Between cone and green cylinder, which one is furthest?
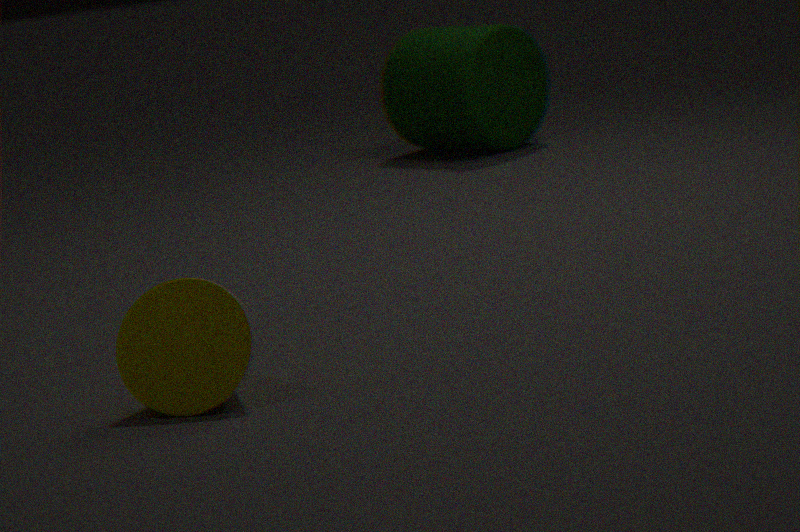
green cylinder
